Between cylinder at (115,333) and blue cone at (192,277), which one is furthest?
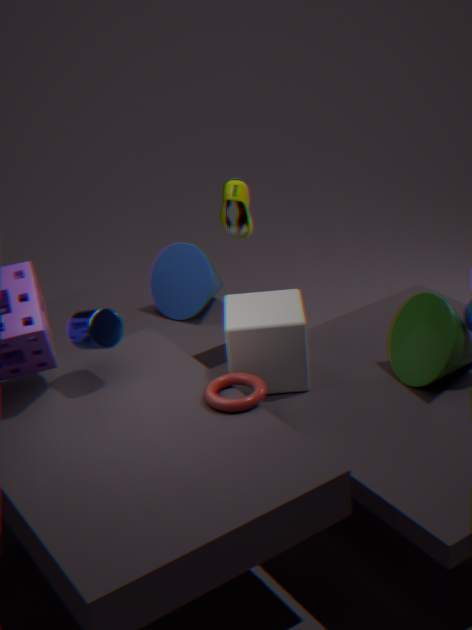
blue cone at (192,277)
